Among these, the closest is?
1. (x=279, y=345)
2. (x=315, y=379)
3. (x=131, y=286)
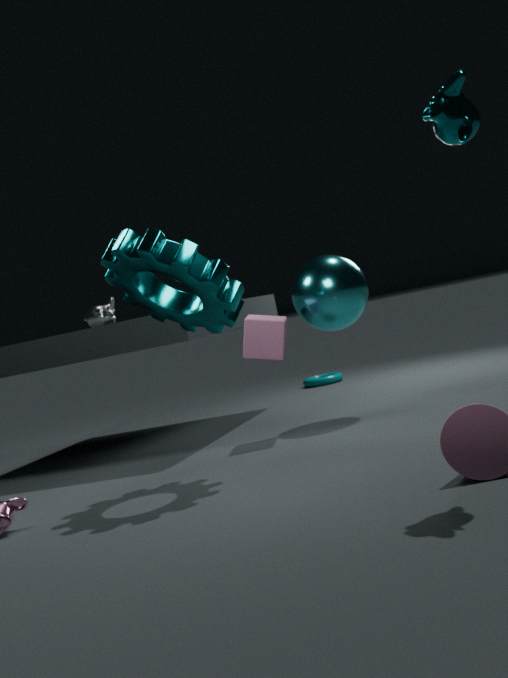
(x=131, y=286)
